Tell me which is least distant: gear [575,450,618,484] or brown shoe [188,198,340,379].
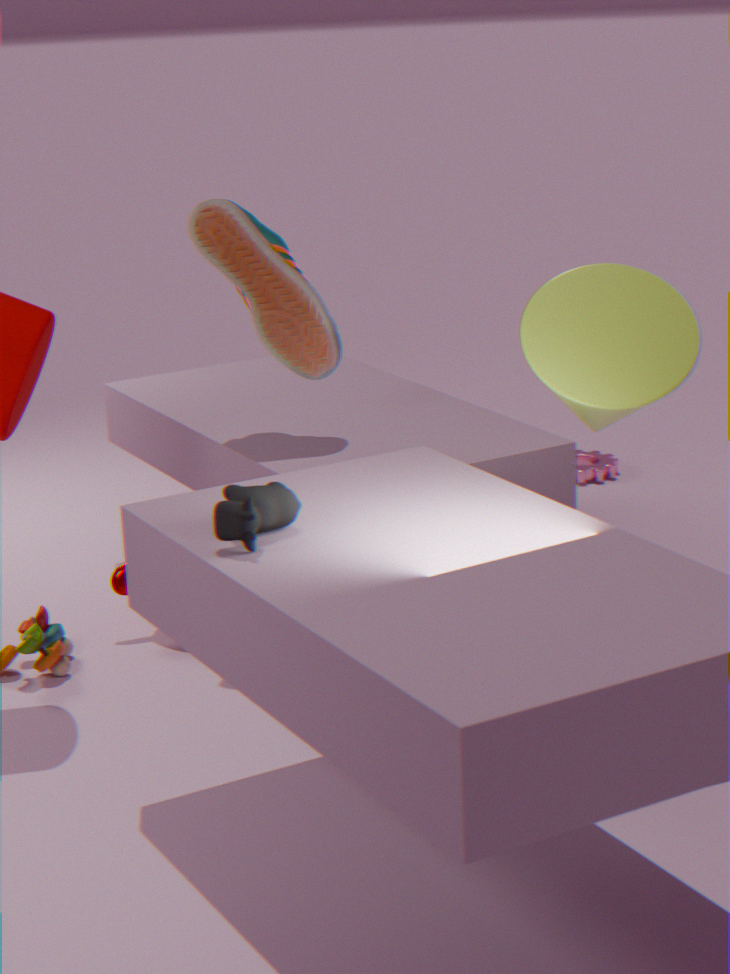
brown shoe [188,198,340,379]
